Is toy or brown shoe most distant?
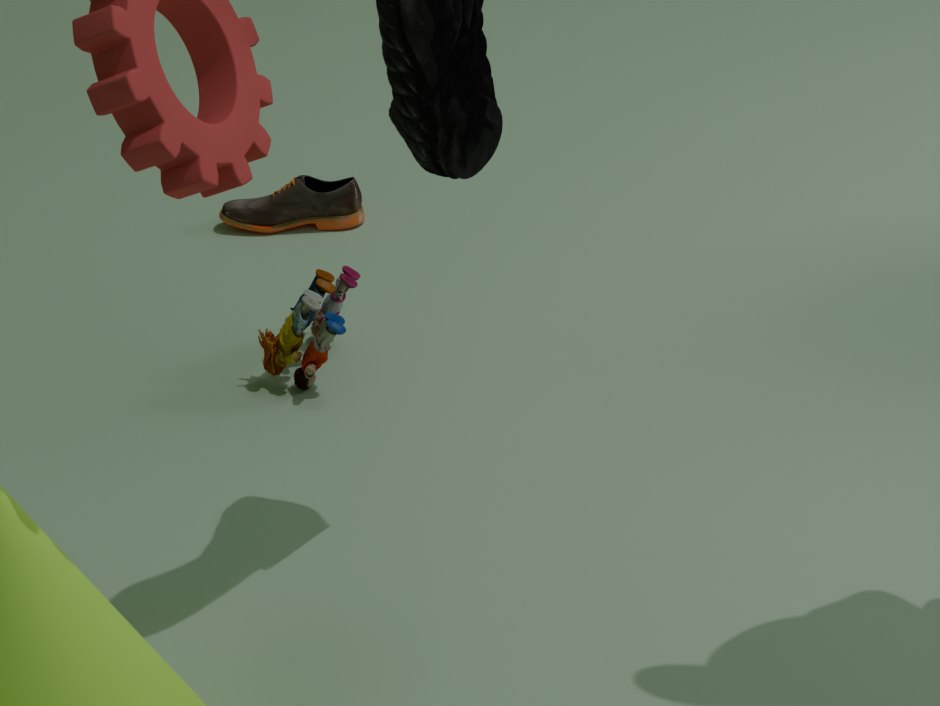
brown shoe
